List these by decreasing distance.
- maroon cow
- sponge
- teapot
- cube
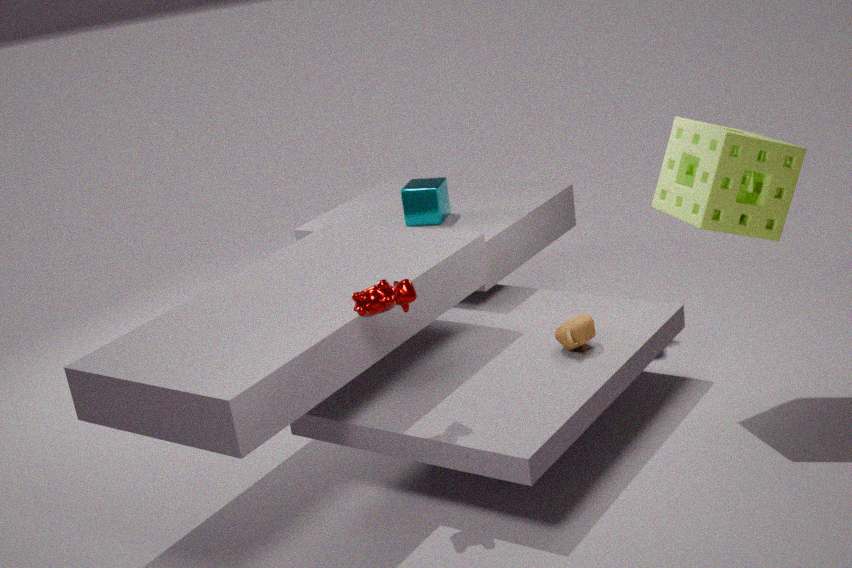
cube < teapot < sponge < maroon cow
